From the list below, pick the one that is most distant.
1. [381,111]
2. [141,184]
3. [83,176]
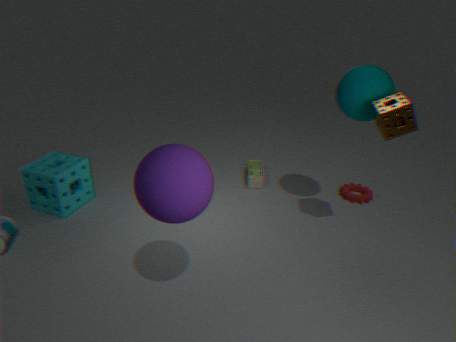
[83,176]
